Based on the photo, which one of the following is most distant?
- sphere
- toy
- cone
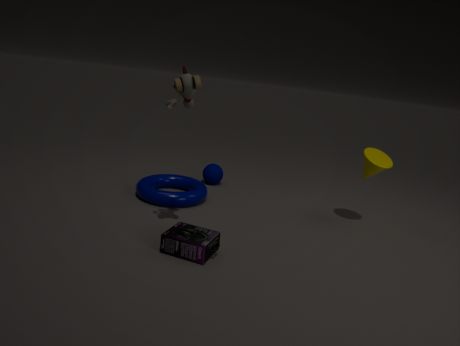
sphere
